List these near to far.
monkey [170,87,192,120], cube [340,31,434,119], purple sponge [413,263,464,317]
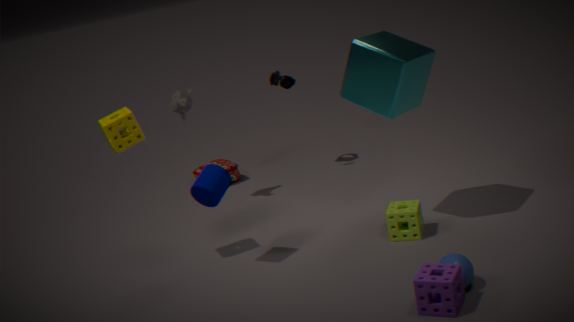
purple sponge [413,263,464,317], cube [340,31,434,119], monkey [170,87,192,120]
